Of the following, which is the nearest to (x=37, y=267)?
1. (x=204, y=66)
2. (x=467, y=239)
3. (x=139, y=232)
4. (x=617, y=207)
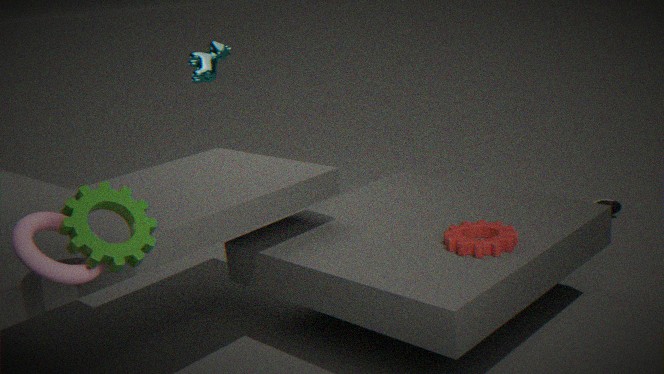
(x=139, y=232)
